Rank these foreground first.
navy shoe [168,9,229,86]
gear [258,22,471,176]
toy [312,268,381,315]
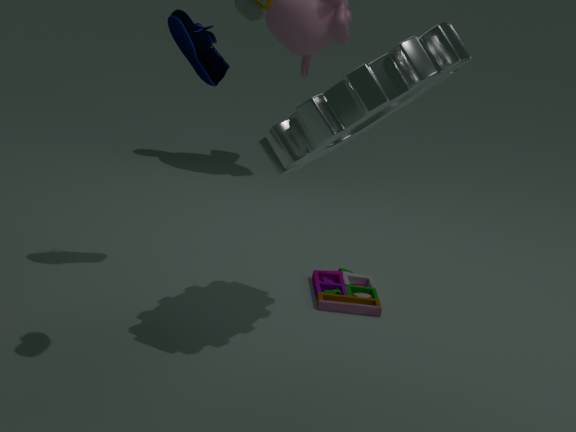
1. gear [258,22,471,176]
2. navy shoe [168,9,229,86]
3. toy [312,268,381,315]
